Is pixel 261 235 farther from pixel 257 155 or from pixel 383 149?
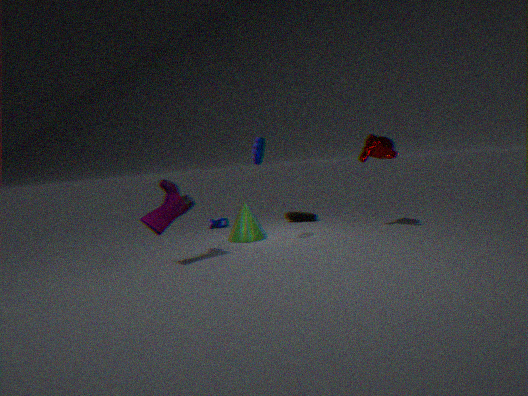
pixel 383 149
